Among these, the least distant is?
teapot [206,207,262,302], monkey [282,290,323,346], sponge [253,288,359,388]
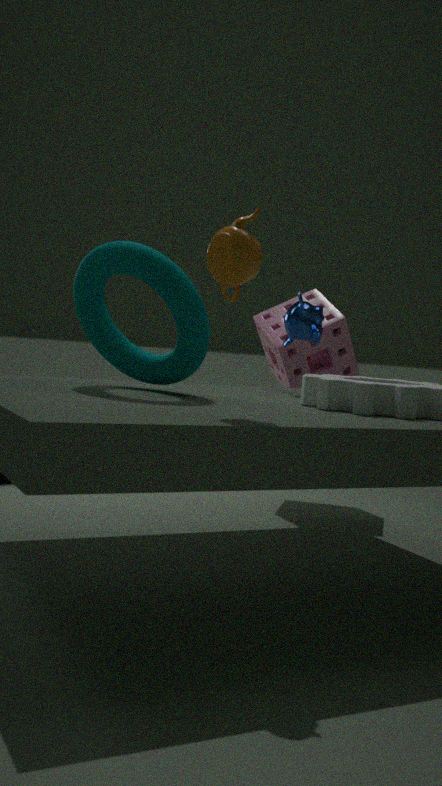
teapot [206,207,262,302]
